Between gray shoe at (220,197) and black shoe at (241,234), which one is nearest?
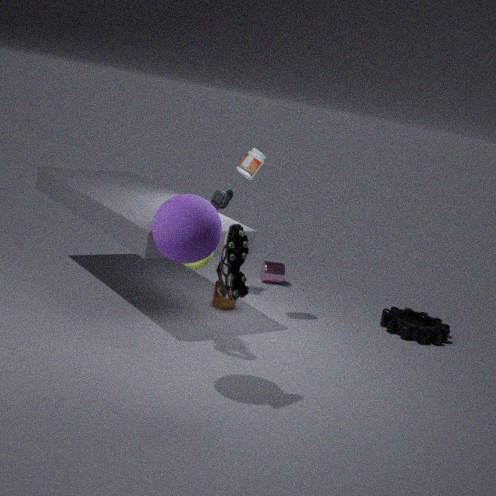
black shoe at (241,234)
